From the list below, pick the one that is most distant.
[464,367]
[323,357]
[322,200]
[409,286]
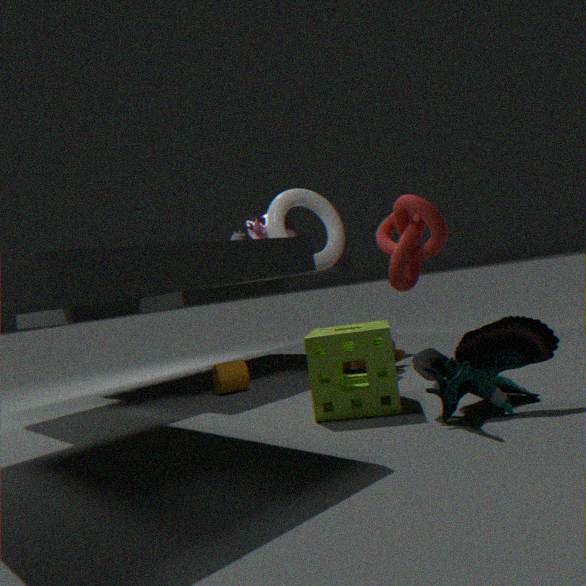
[322,200]
